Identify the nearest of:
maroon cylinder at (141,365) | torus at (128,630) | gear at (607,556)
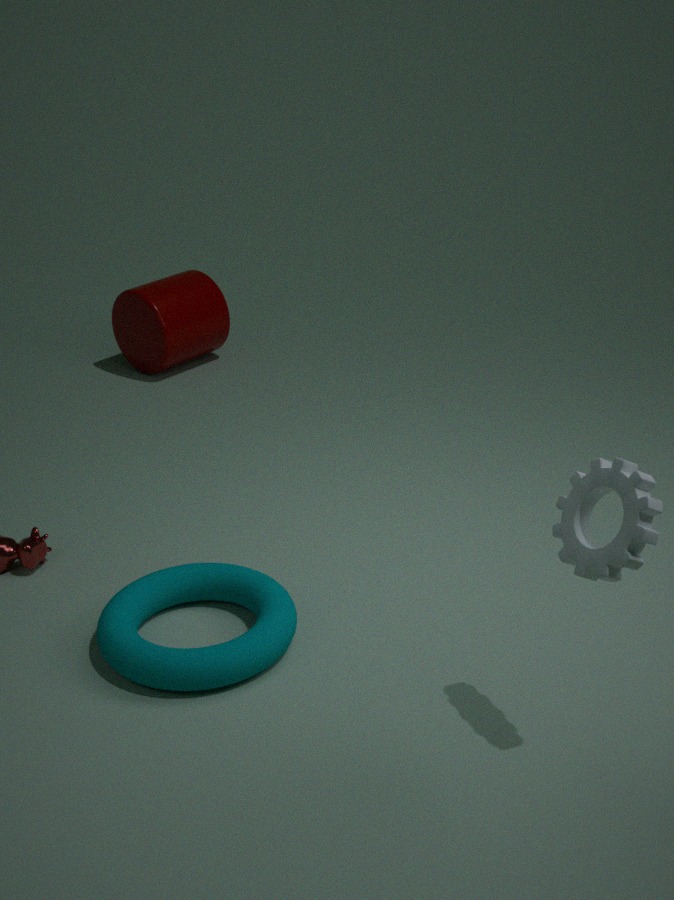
gear at (607,556)
